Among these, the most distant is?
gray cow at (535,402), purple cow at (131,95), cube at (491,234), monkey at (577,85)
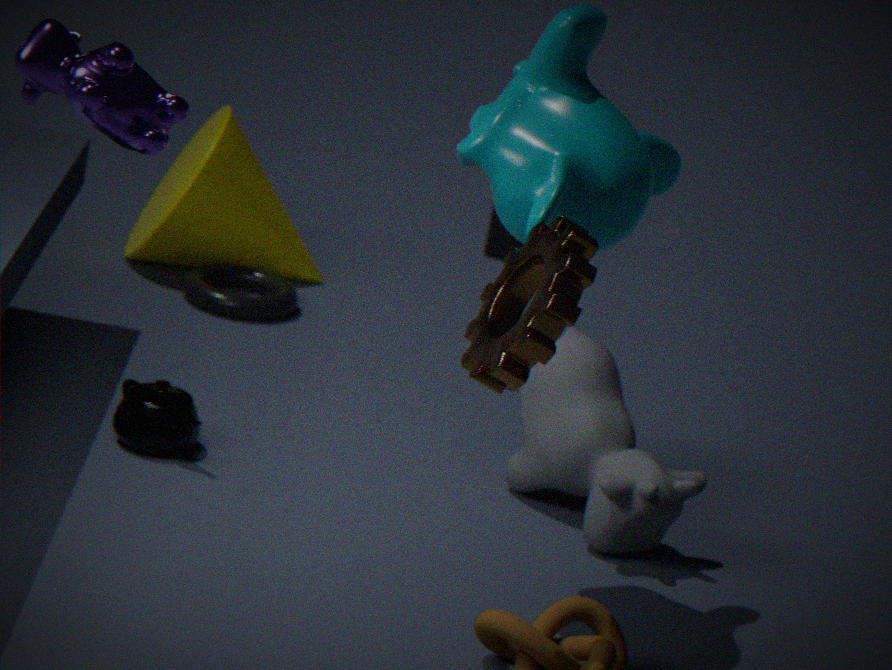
cube at (491,234)
